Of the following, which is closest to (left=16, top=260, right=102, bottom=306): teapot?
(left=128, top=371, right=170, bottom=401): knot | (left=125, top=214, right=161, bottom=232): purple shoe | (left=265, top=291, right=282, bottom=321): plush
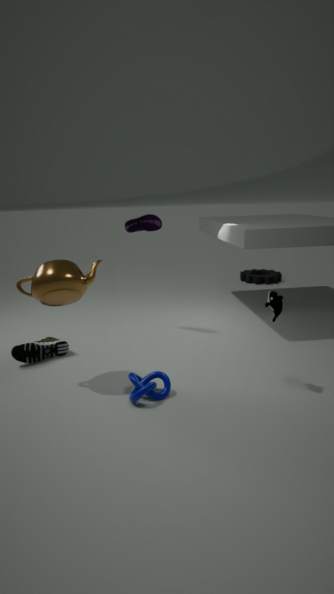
(left=128, top=371, right=170, bottom=401): knot
